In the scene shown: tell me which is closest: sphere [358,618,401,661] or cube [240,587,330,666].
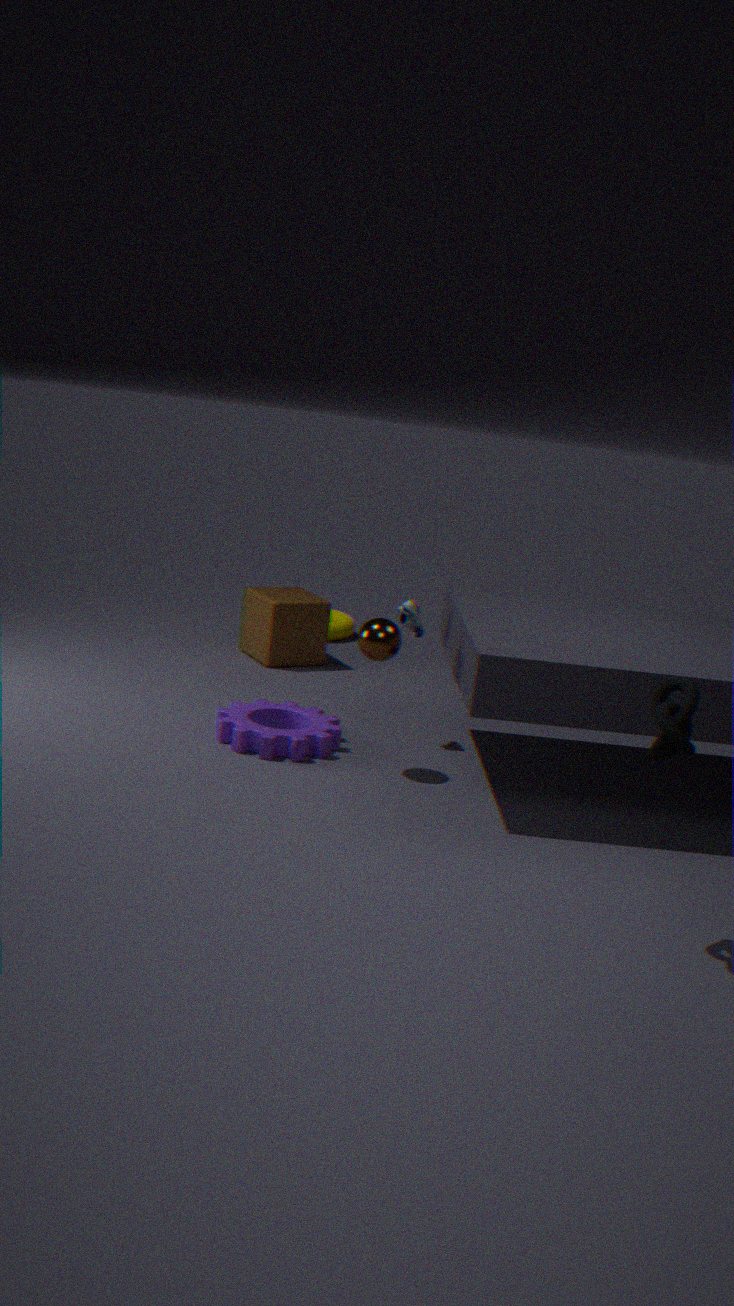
sphere [358,618,401,661]
